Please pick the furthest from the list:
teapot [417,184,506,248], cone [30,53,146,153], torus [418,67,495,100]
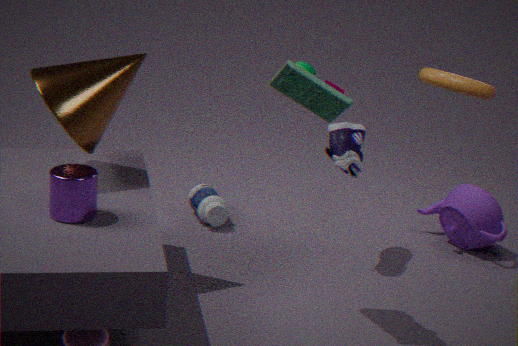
teapot [417,184,506,248]
